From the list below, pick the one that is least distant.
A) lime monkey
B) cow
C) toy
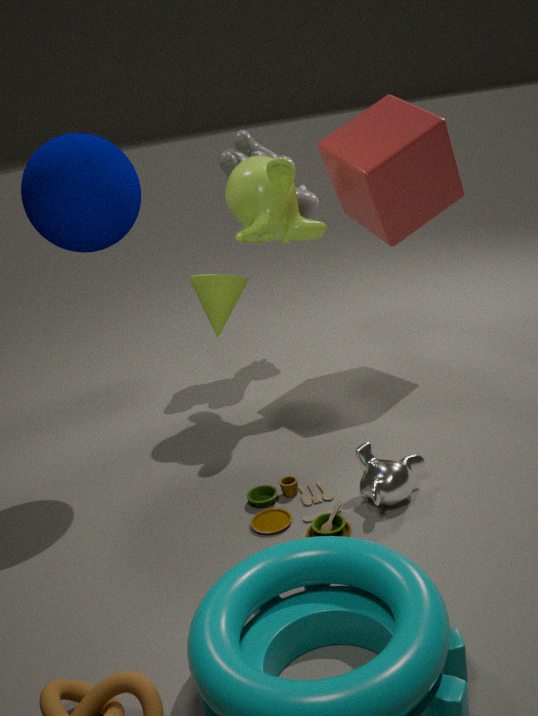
toy
